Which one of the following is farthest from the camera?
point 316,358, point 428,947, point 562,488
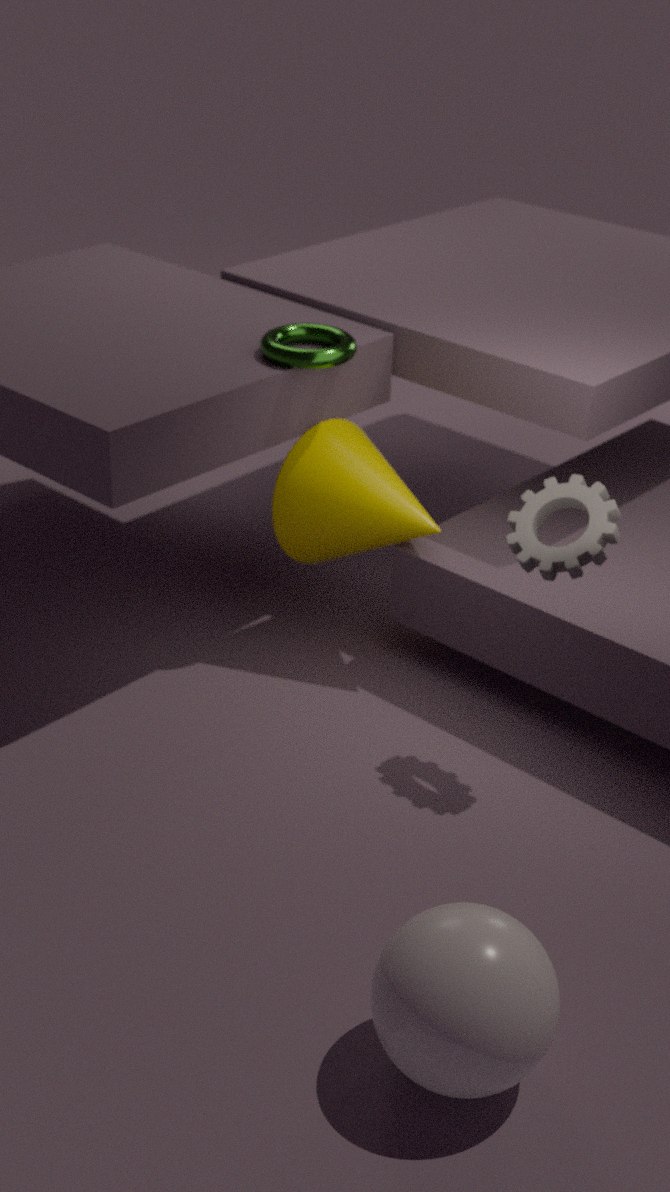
point 316,358
